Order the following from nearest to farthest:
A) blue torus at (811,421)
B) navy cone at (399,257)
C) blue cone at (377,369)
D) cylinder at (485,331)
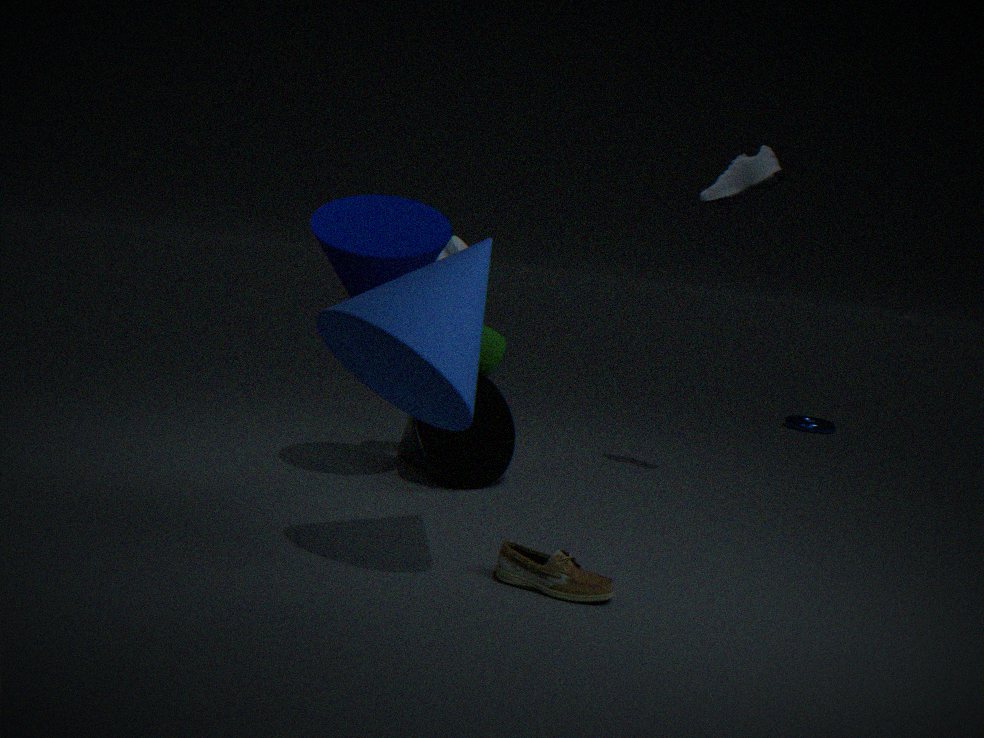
blue cone at (377,369), navy cone at (399,257), cylinder at (485,331), blue torus at (811,421)
